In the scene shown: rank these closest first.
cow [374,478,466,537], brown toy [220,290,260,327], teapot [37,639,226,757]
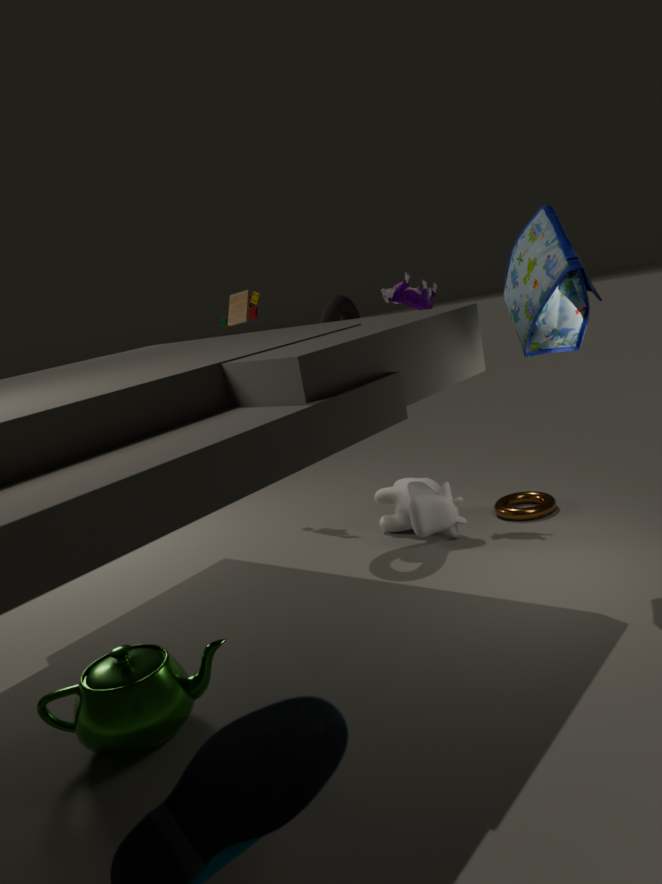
teapot [37,639,226,757] < cow [374,478,466,537] < brown toy [220,290,260,327]
